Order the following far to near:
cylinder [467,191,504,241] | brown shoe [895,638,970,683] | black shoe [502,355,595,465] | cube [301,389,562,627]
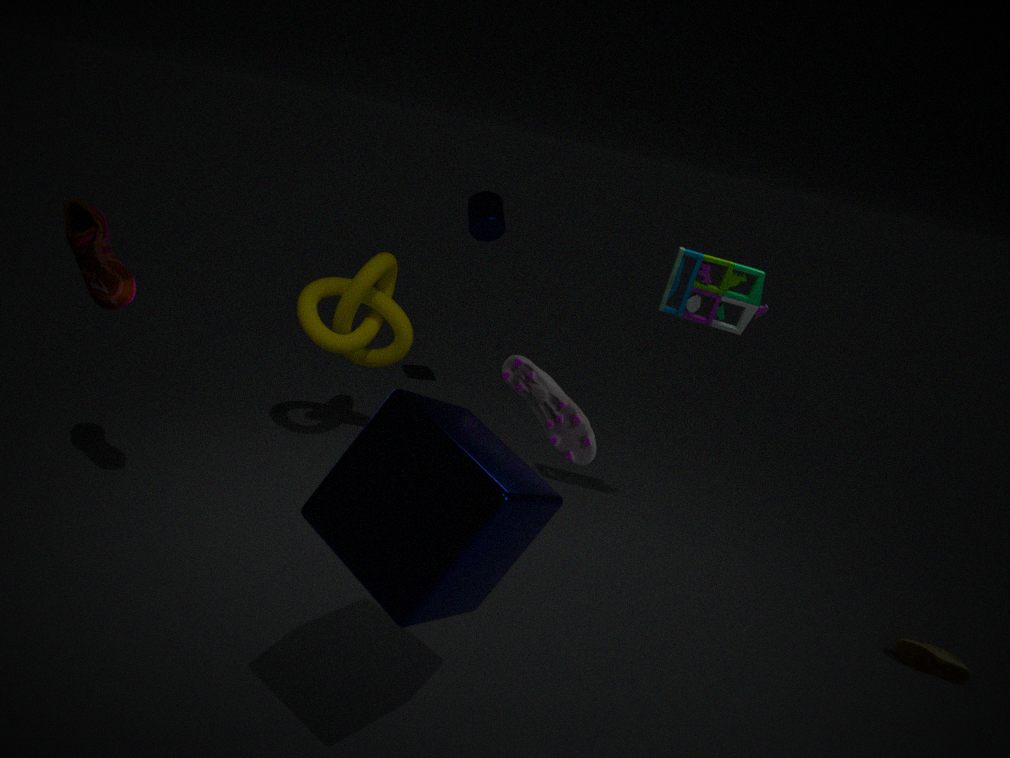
cylinder [467,191,504,241]
brown shoe [895,638,970,683]
black shoe [502,355,595,465]
cube [301,389,562,627]
